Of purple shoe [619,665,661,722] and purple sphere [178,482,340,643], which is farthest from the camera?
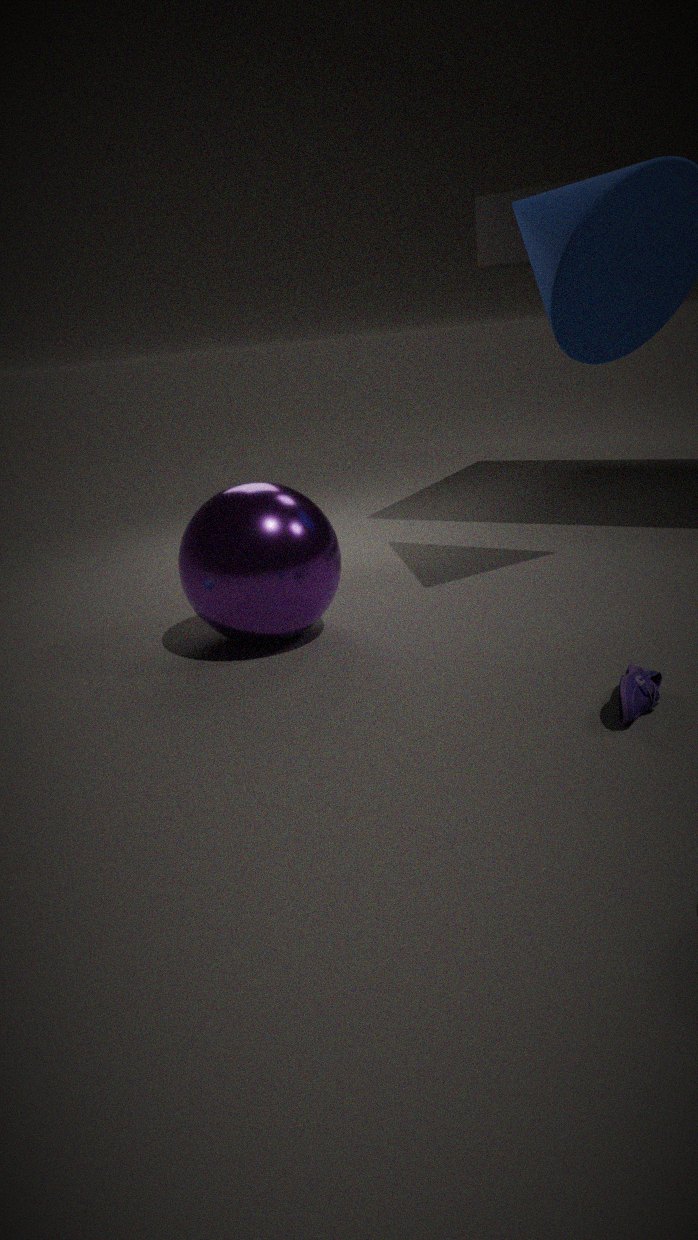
purple sphere [178,482,340,643]
